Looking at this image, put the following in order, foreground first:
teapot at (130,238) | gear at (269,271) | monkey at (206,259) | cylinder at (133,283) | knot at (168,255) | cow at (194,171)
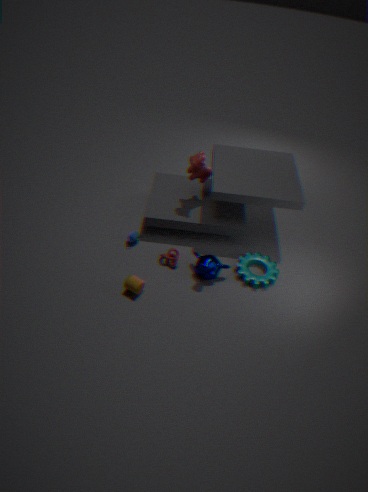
cylinder at (133,283)
monkey at (206,259)
gear at (269,271)
knot at (168,255)
cow at (194,171)
teapot at (130,238)
